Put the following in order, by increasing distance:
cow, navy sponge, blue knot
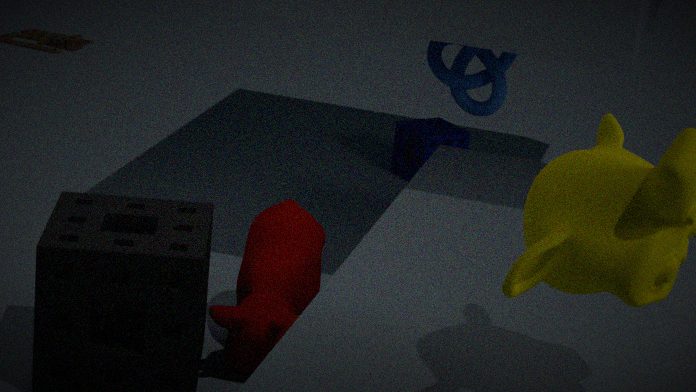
cow → blue knot → navy sponge
